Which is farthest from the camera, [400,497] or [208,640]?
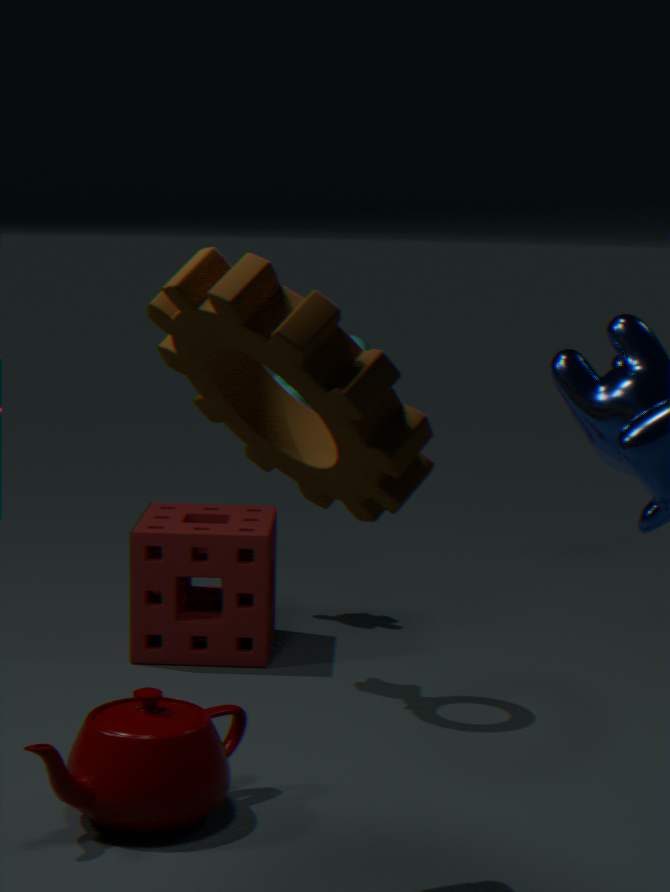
[208,640]
